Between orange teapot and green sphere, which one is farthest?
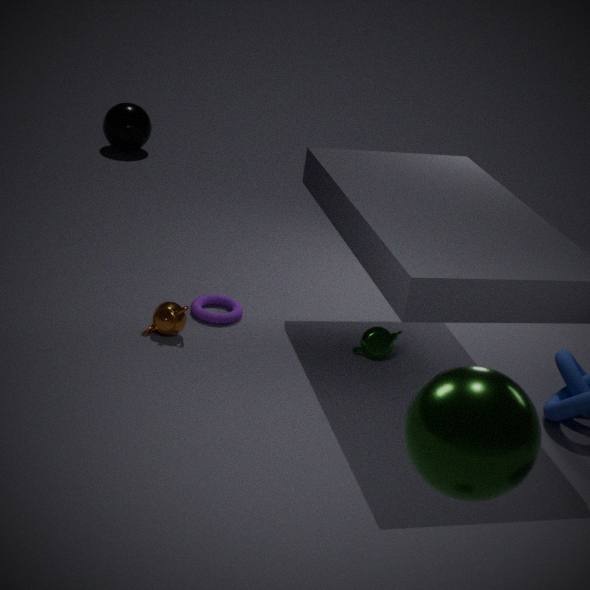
orange teapot
